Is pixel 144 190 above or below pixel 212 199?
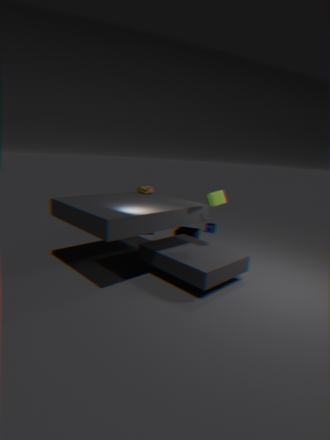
below
